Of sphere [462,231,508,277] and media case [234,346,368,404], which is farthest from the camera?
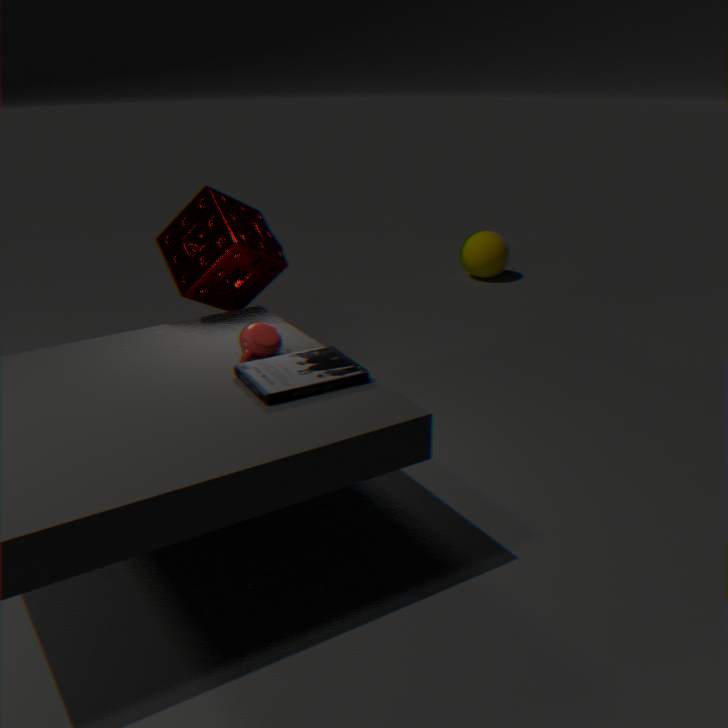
sphere [462,231,508,277]
